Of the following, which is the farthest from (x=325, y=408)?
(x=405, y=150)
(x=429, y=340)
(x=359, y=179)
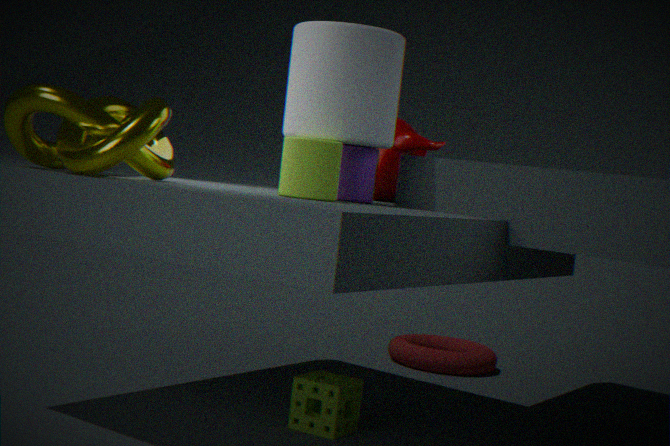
(x=429, y=340)
